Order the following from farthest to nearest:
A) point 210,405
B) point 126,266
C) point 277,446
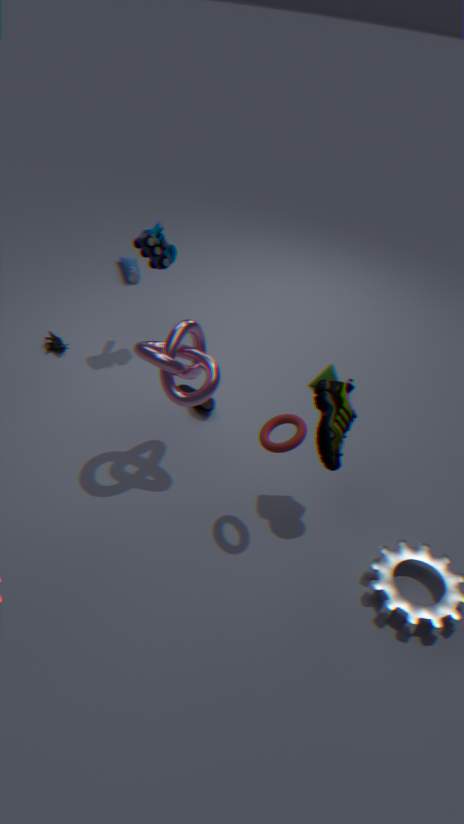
point 126,266 → point 210,405 → point 277,446
